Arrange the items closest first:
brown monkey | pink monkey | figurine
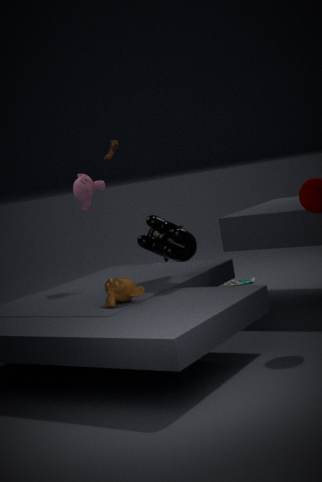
brown monkey < pink monkey < figurine
